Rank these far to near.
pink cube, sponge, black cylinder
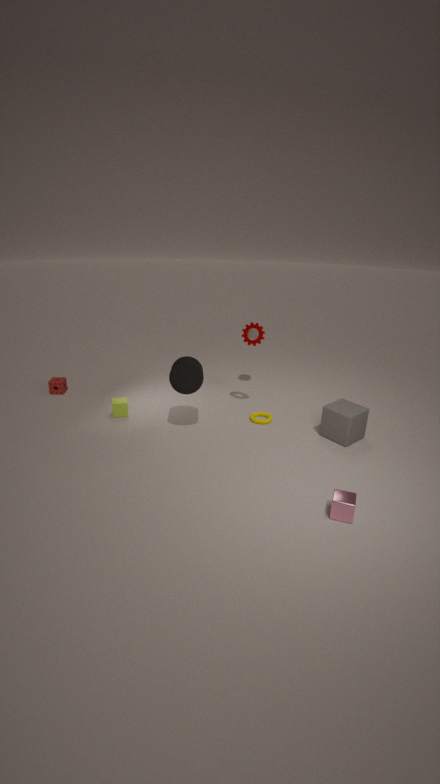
sponge
black cylinder
pink cube
